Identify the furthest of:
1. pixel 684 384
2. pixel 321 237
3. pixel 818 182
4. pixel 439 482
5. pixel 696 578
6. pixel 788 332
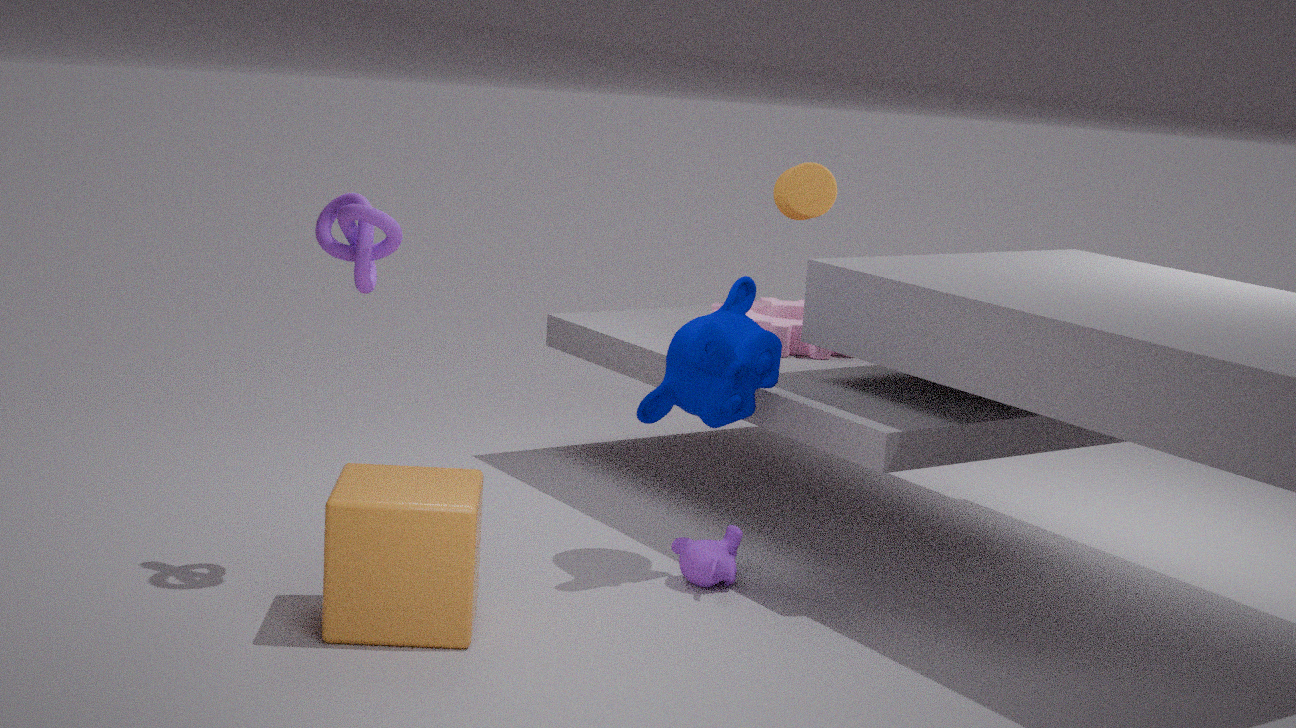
pixel 818 182
